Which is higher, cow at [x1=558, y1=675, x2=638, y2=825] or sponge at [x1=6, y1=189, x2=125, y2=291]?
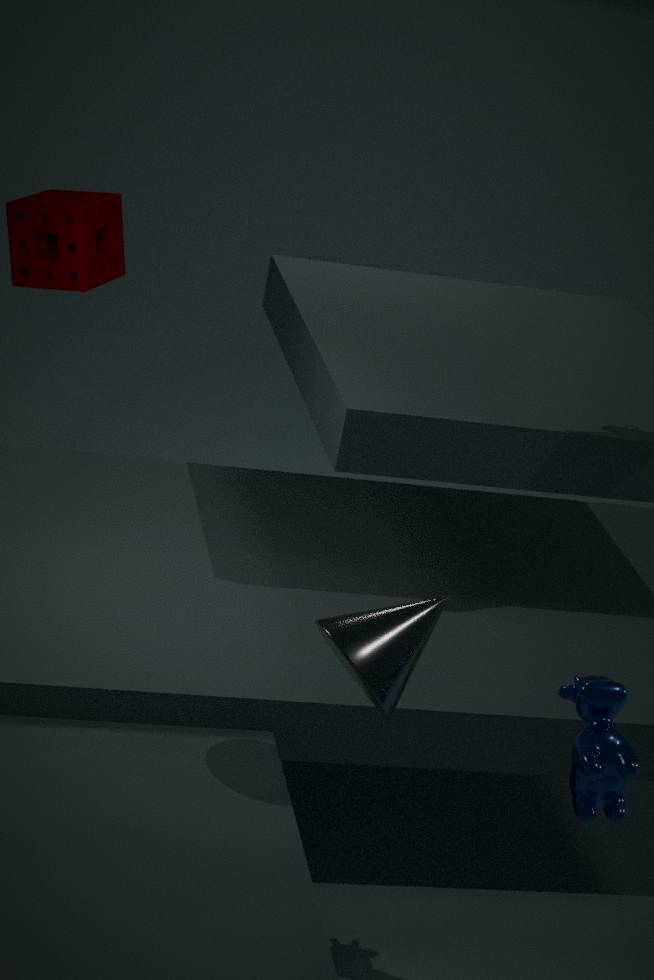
sponge at [x1=6, y1=189, x2=125, y2=291]
